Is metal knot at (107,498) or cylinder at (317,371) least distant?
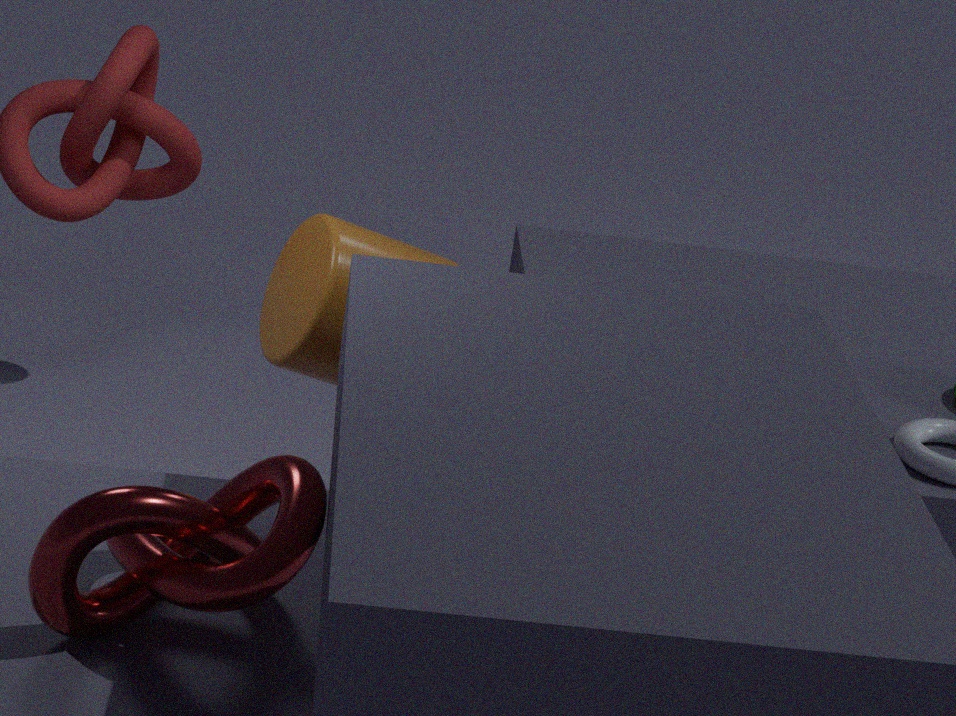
metal knot at (107,498)
